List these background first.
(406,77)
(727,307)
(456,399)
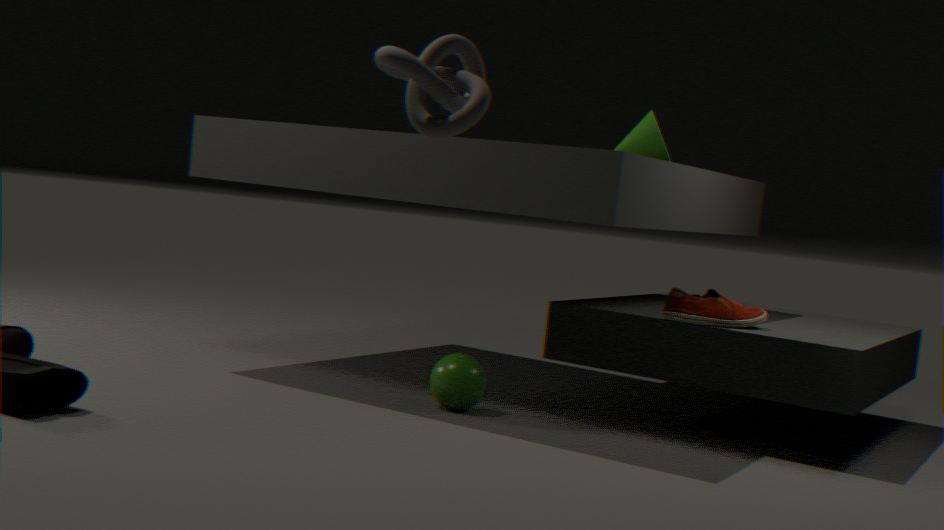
(727,307) → (456,399) → (406,77)
